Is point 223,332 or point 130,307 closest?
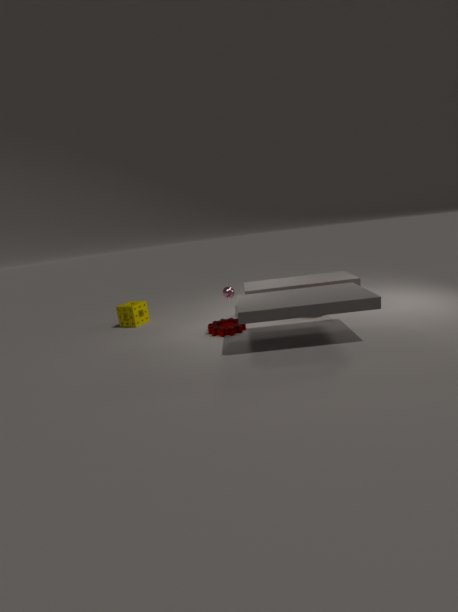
point 223,332
